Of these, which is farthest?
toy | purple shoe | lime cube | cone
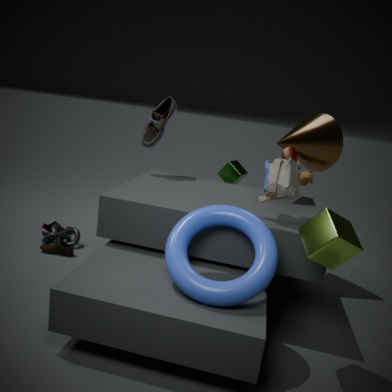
purple shoe
